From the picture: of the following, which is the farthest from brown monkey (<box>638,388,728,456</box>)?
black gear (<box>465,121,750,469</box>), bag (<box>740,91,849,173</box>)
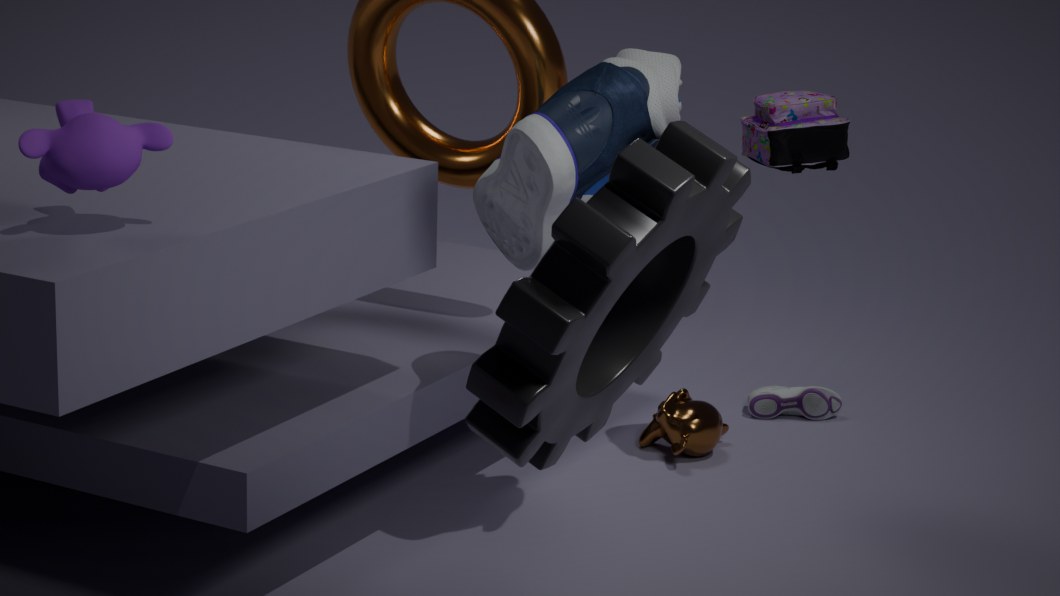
black gear (<box>465,121,750,469</box>)
